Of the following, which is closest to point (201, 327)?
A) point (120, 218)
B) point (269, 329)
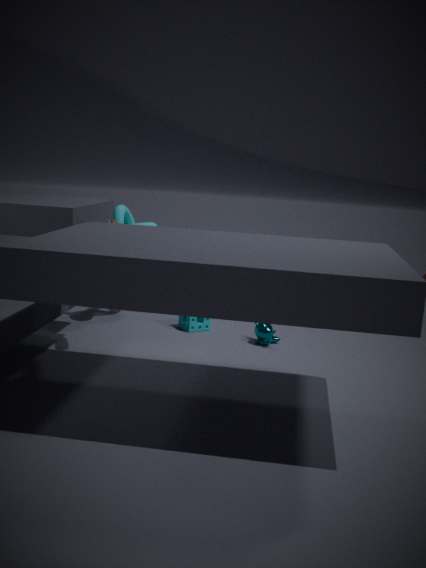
point (269, 329)
